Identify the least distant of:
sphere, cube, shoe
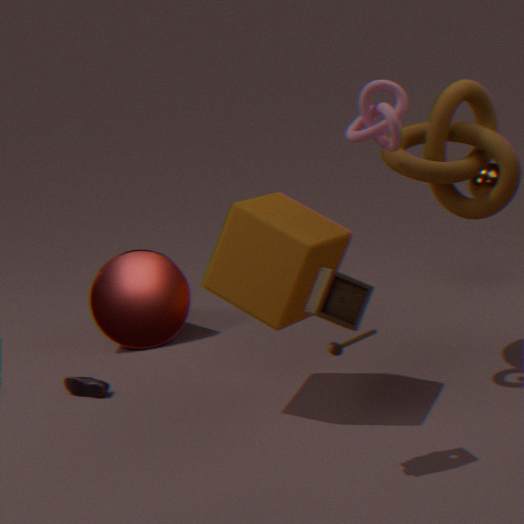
cube
